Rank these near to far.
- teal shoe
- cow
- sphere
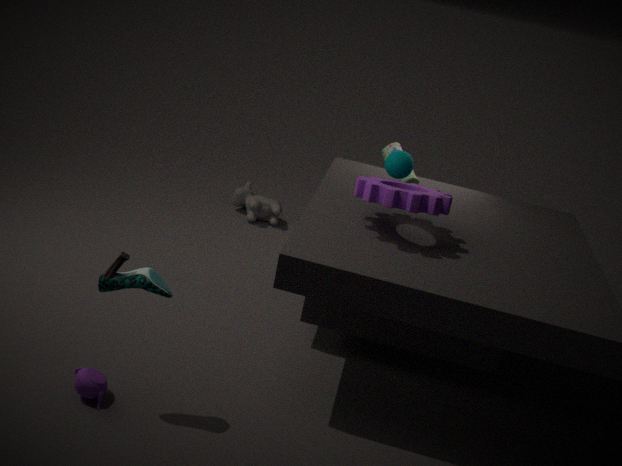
teal shoe, sphere, cow
